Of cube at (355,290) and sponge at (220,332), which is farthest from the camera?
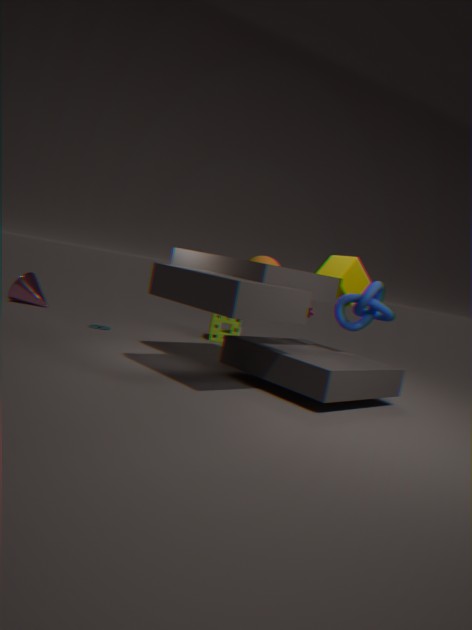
sponge at (220,332)
